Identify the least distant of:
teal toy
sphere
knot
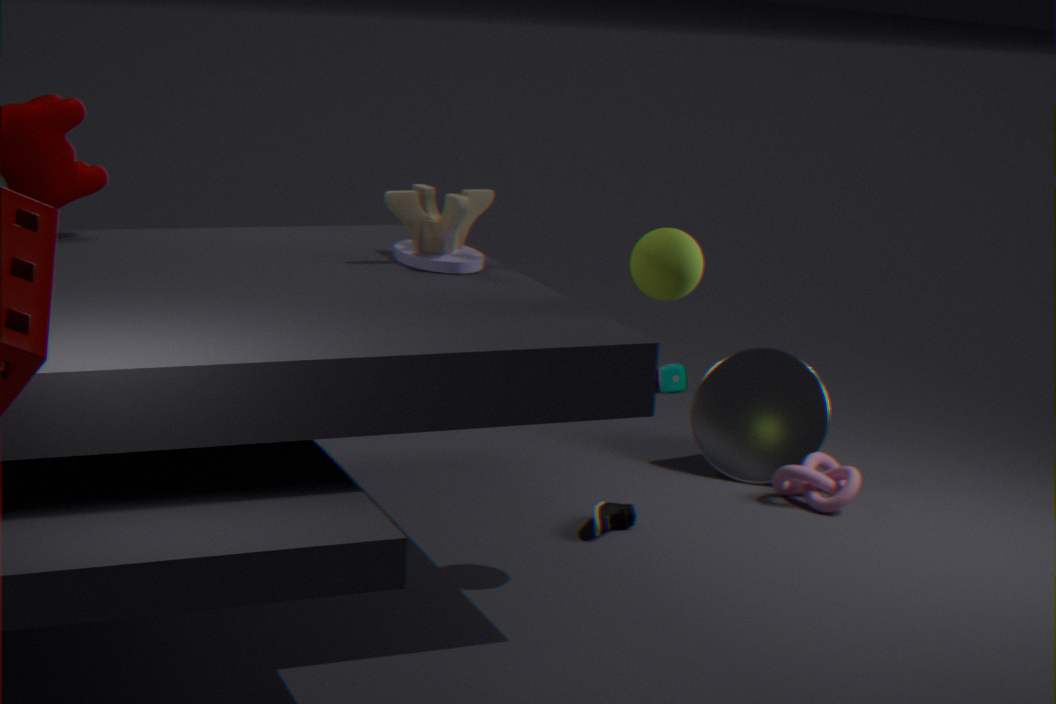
sphere
